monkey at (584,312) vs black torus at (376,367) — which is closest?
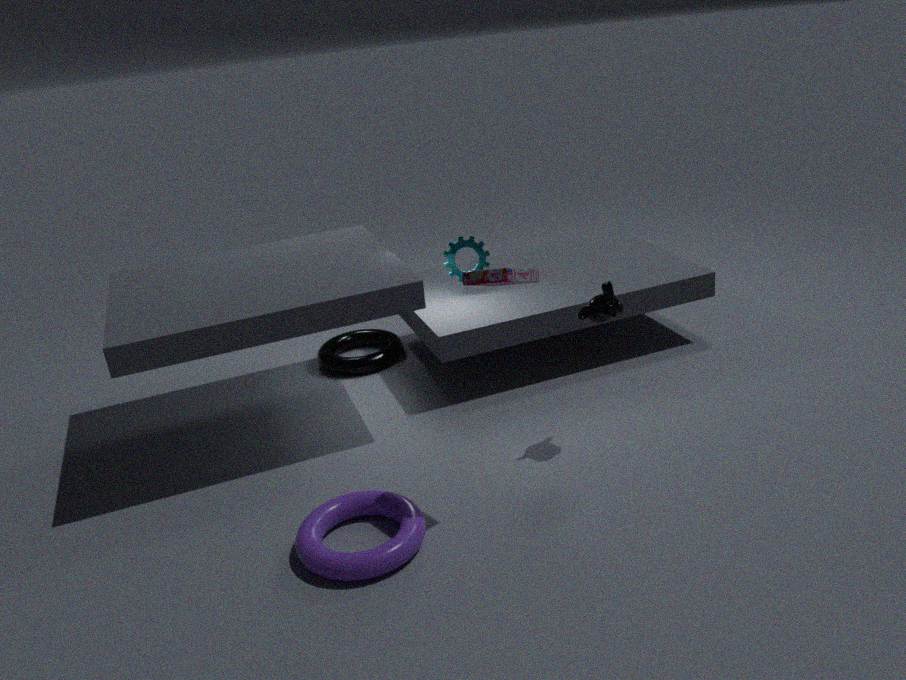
monkey at (584,312)
